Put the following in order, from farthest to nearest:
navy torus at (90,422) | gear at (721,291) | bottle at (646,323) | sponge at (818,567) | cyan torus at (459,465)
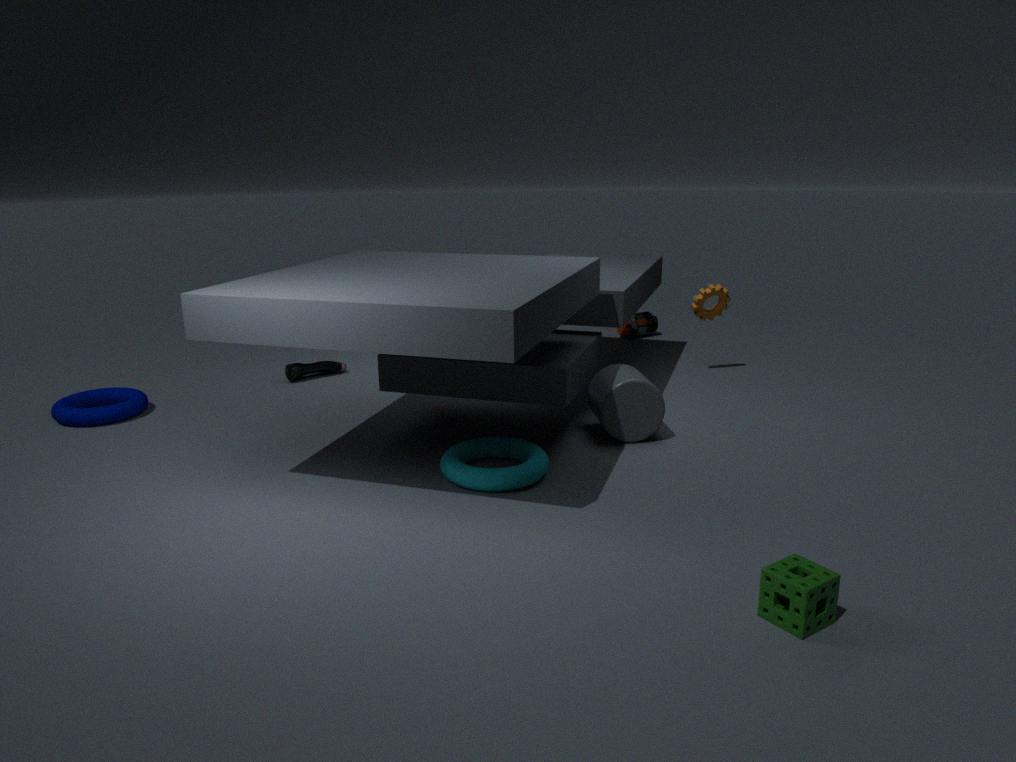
bottle at (646,323) → gear at (721,291) → navy torus at (90,422) → cyan torus at (459,465) → sponge at (818,567)
